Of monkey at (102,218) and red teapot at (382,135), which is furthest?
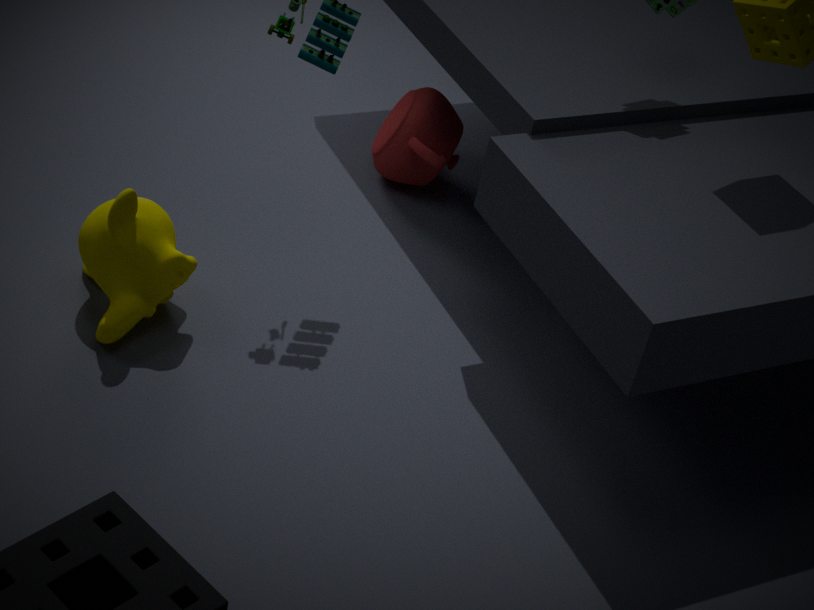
red teapot at (382,135)
